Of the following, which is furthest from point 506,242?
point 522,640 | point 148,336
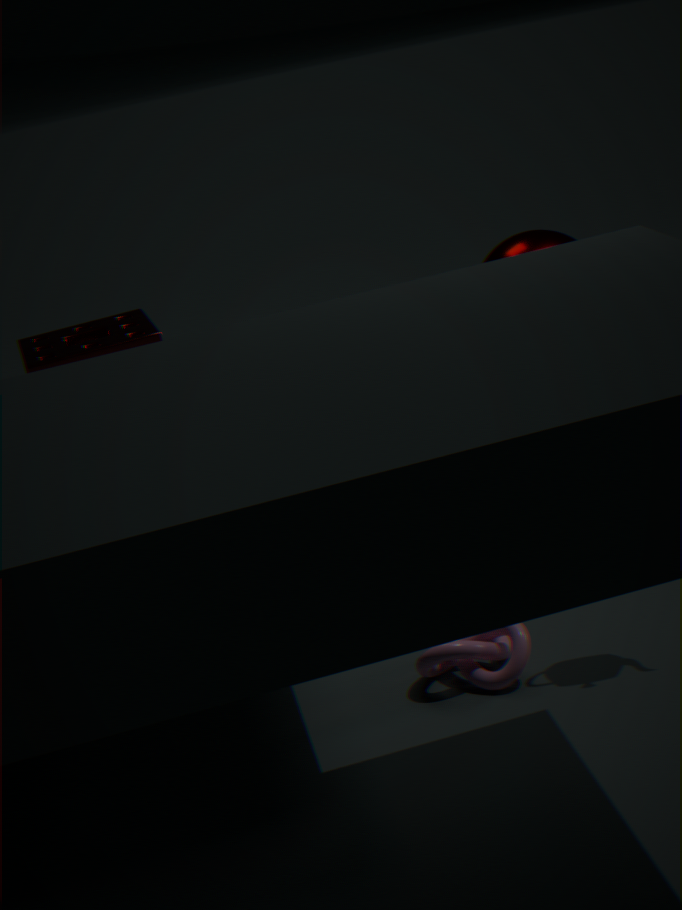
point 148,336
